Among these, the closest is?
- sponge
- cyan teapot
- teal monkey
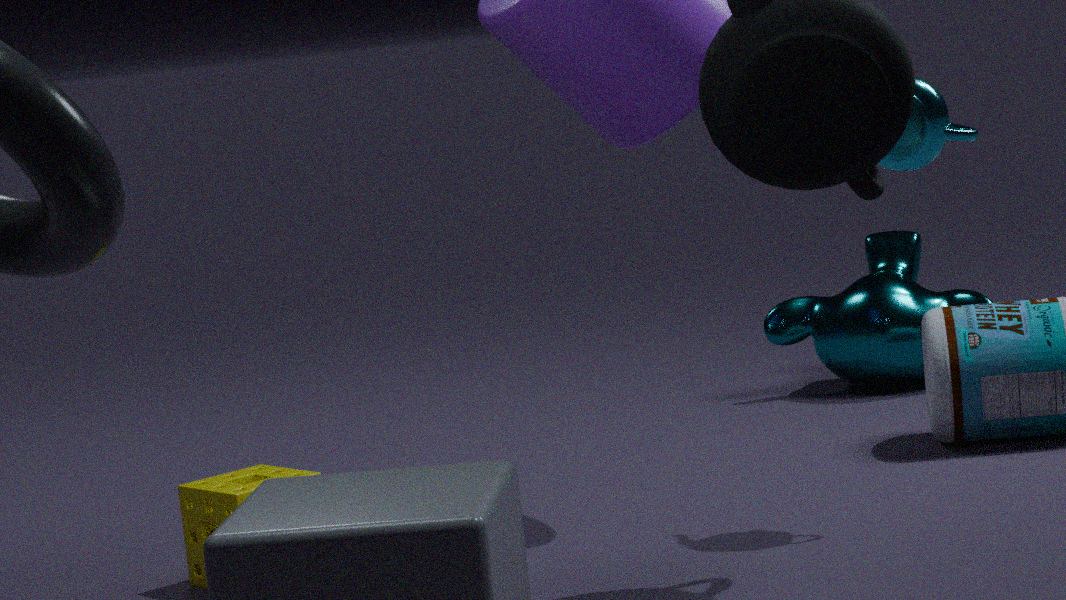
cyan teapot
